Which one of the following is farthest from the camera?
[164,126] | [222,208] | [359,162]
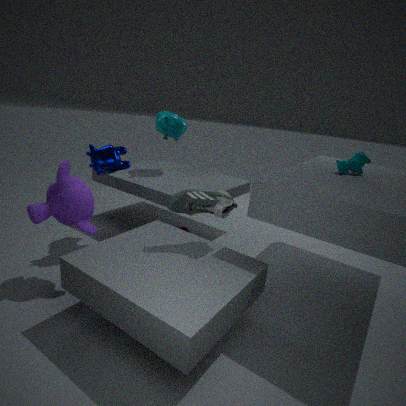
[164,126]
